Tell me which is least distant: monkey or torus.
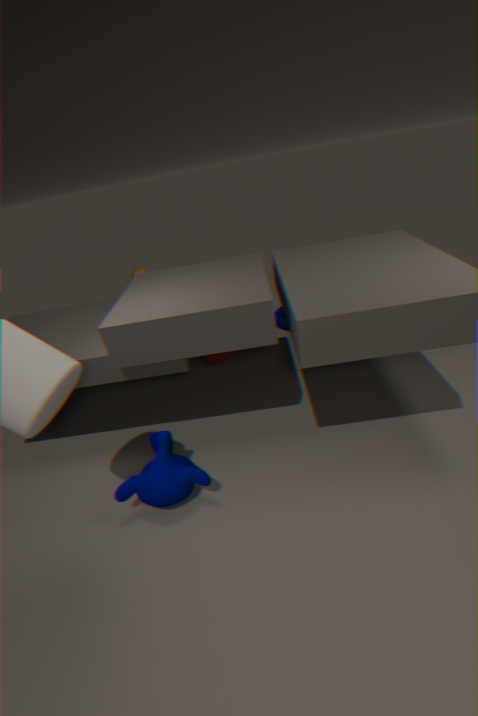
monkey
